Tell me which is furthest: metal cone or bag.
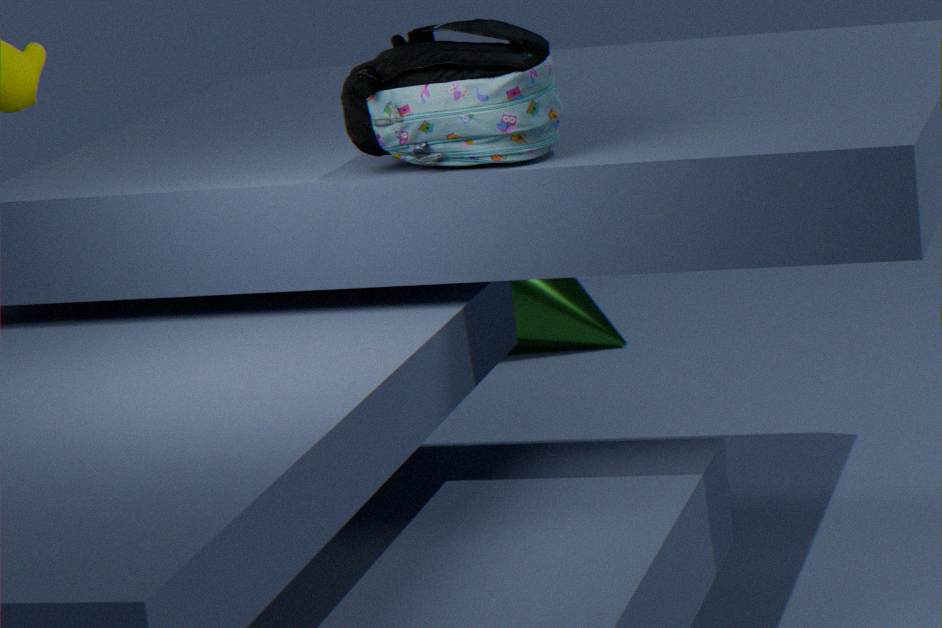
metal cone
